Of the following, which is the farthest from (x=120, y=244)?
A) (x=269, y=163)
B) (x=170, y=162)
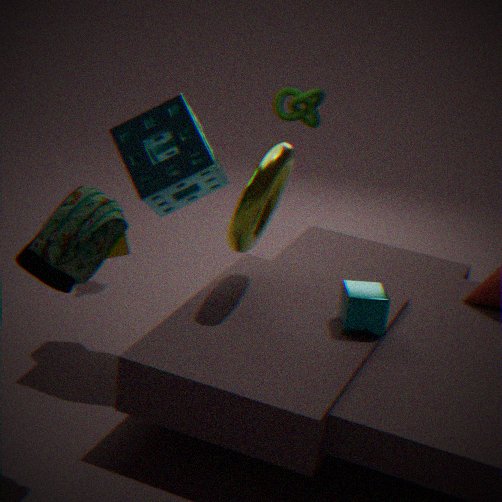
(x=269, y=163)
